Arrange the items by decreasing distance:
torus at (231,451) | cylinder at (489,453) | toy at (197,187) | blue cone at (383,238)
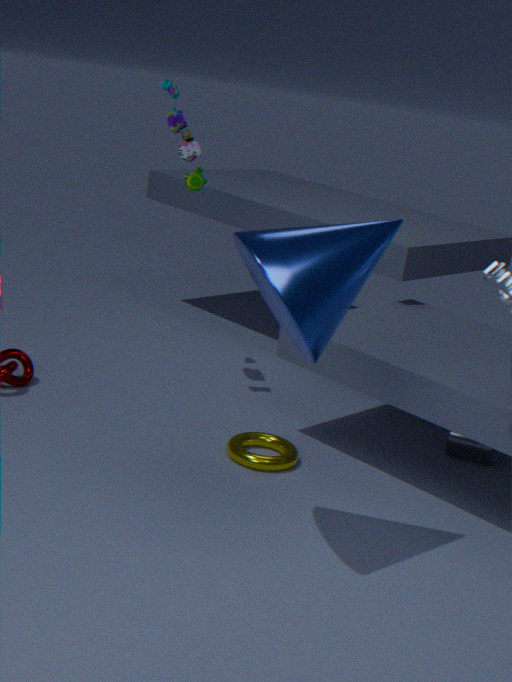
toy at (197,187) < cylinder at (489,453) < torus at (231,451) < blue cone at (383,238)
